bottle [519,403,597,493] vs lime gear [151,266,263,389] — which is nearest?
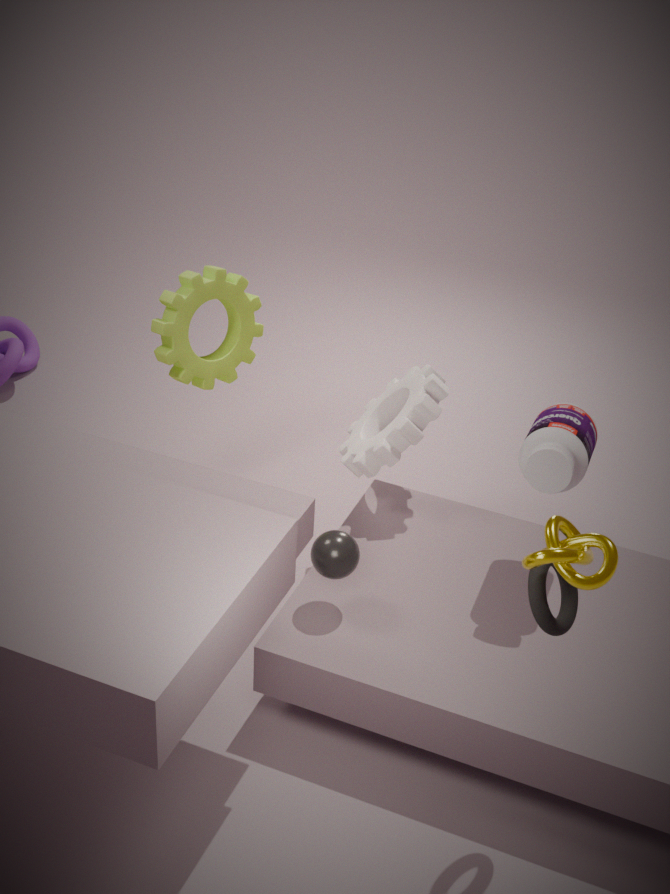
bottle [519,403,597,493]
